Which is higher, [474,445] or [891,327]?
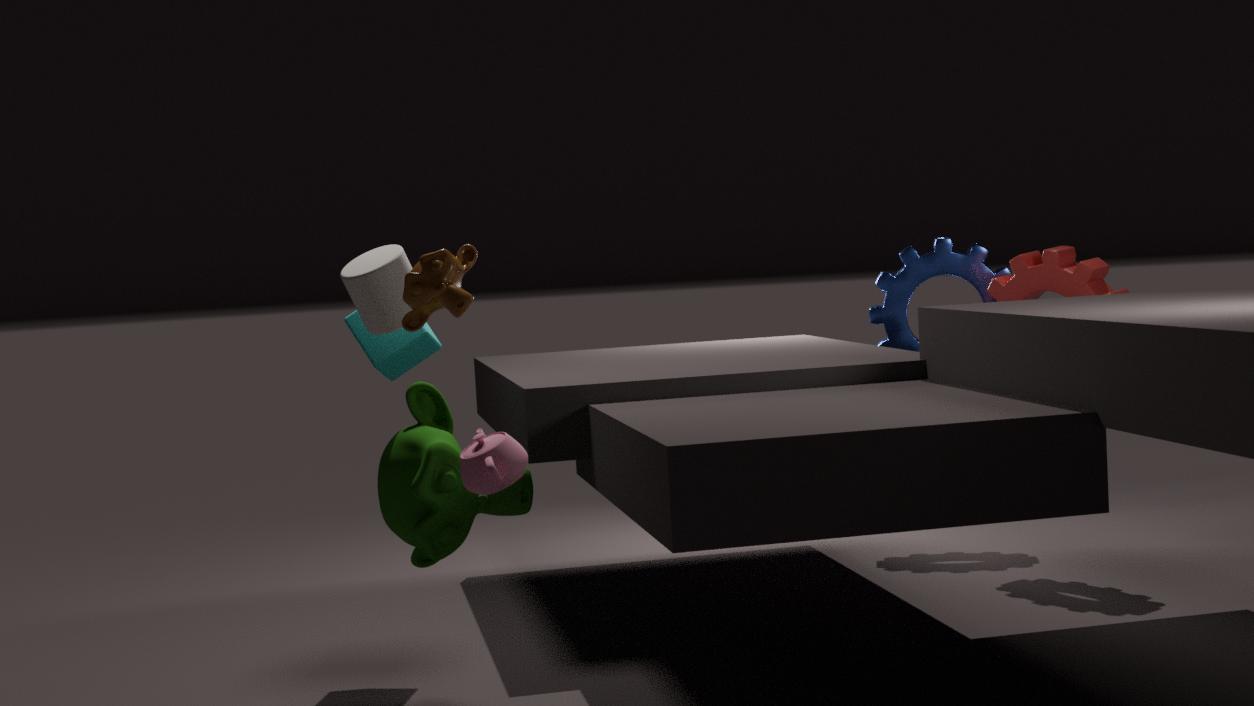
[891,327]
